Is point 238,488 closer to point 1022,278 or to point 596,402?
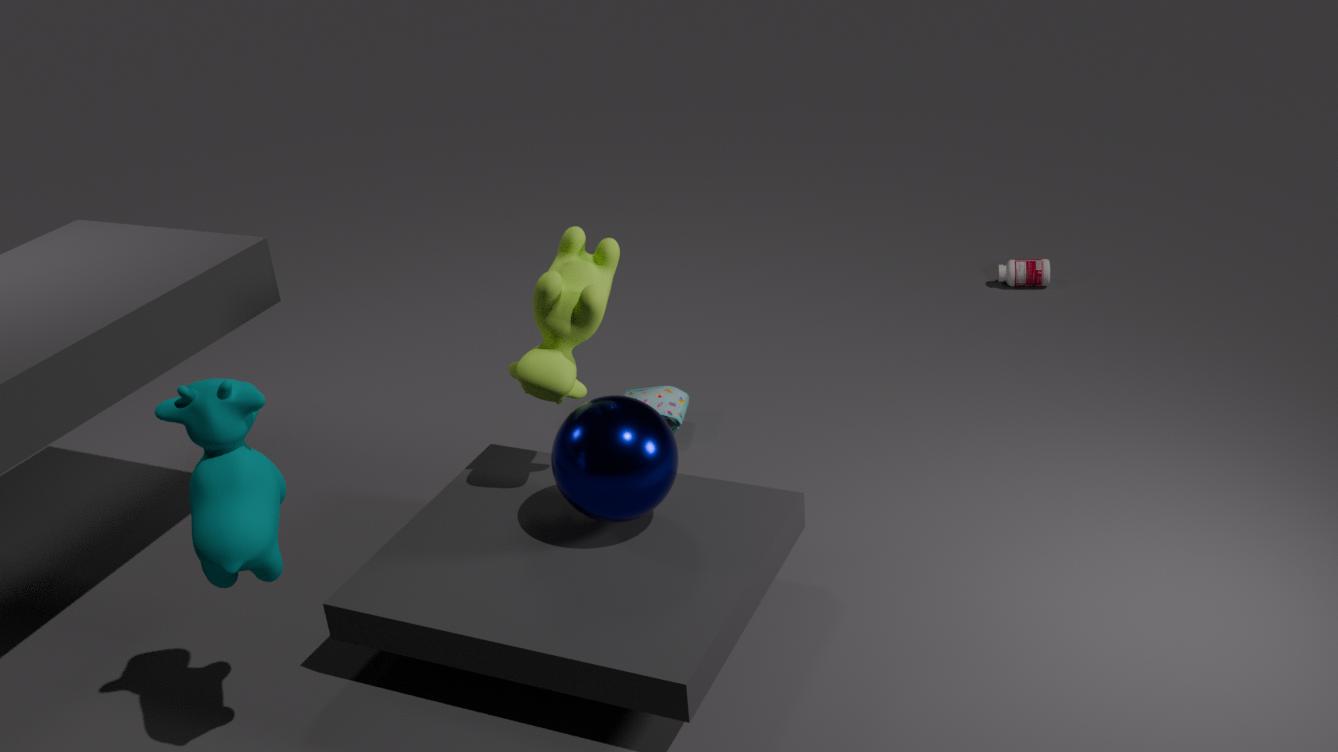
point 596,402
